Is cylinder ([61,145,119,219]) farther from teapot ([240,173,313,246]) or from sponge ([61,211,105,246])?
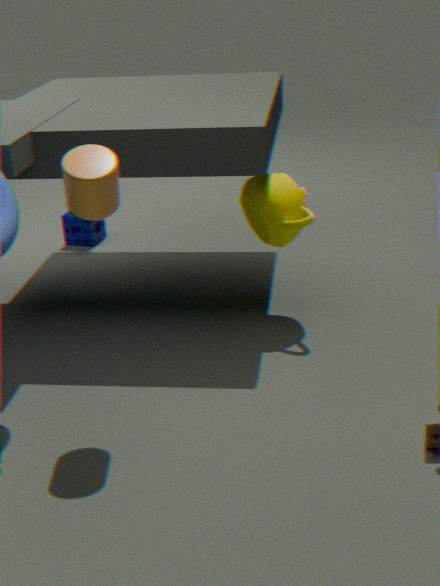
sponge ([61,211,105,246])
